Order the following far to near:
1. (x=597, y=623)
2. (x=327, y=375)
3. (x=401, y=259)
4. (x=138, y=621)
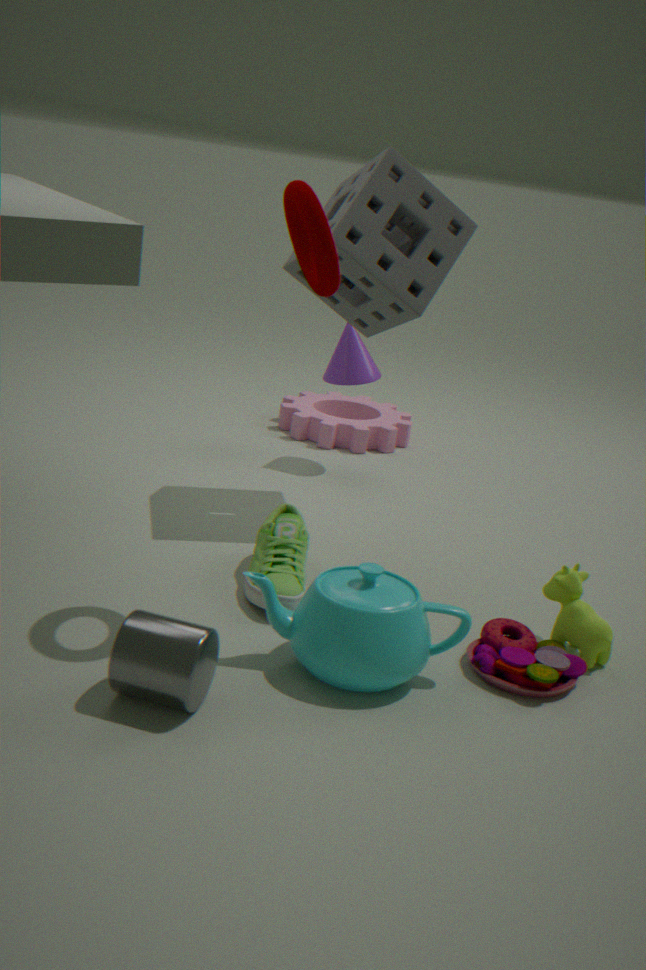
1. (x=327, y=375)
2. (x=401, y=259)
3. (x=597, y=623)
4. (x=138, y=621)
